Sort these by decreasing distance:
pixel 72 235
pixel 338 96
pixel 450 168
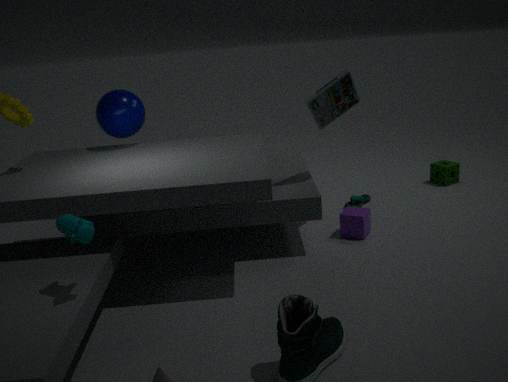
pixel 450 168
pixel 338 96
pixel 72 235
